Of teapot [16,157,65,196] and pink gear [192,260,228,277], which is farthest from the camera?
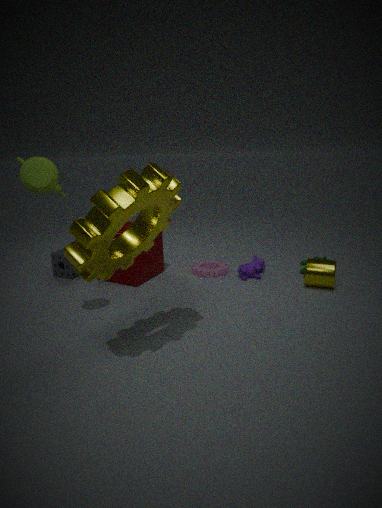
pink gear [192,260,228,277]
